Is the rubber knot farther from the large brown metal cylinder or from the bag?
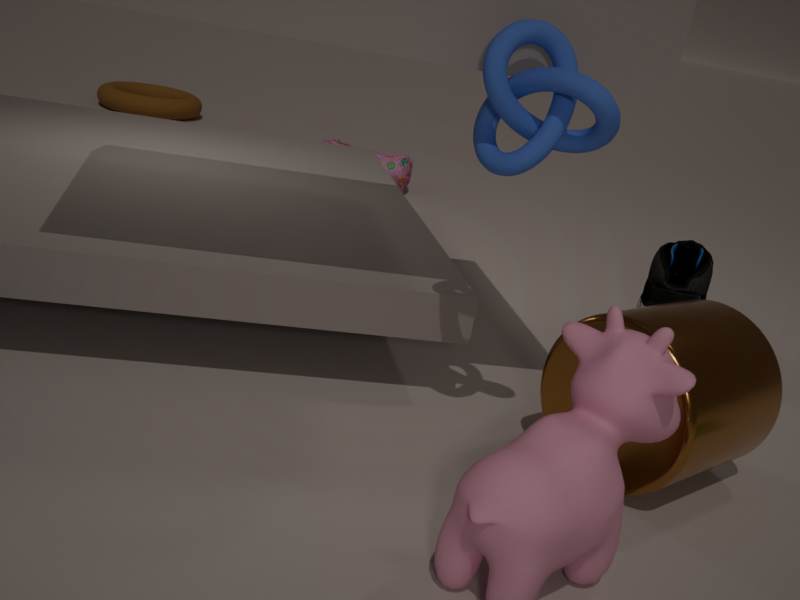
the bag
